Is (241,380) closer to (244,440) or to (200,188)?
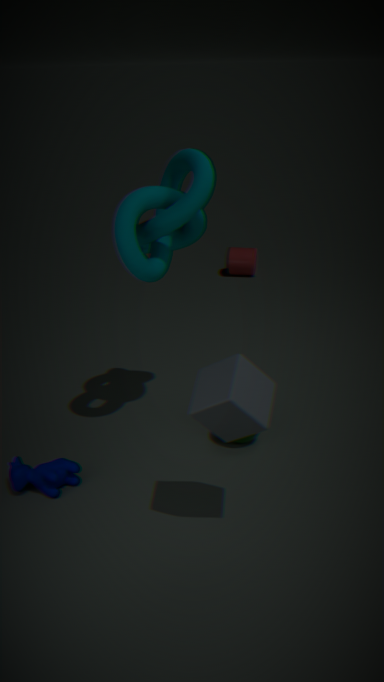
(244,440)
